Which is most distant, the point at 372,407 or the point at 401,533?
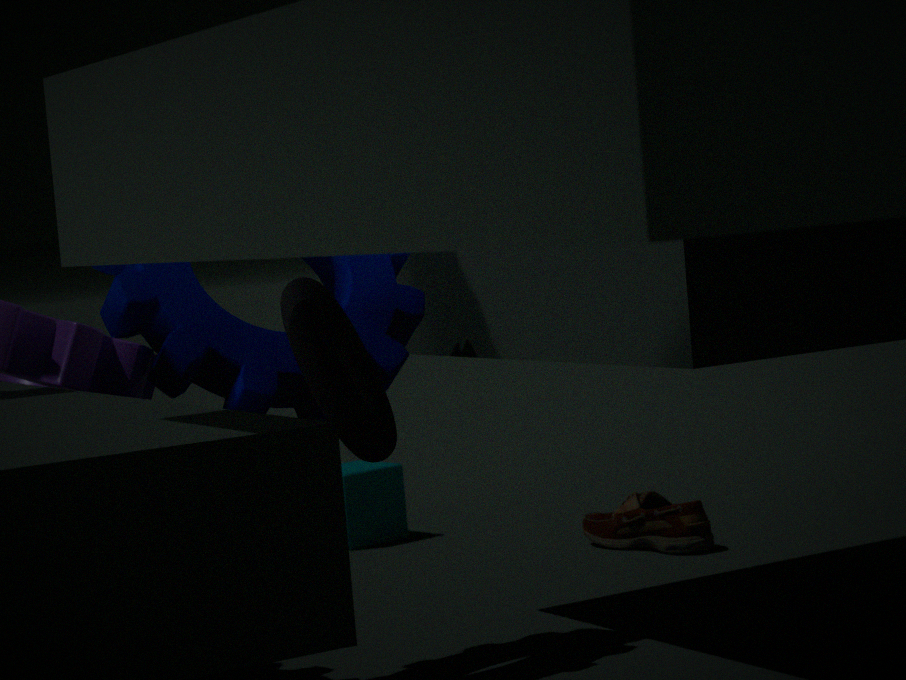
the point at 401,533
